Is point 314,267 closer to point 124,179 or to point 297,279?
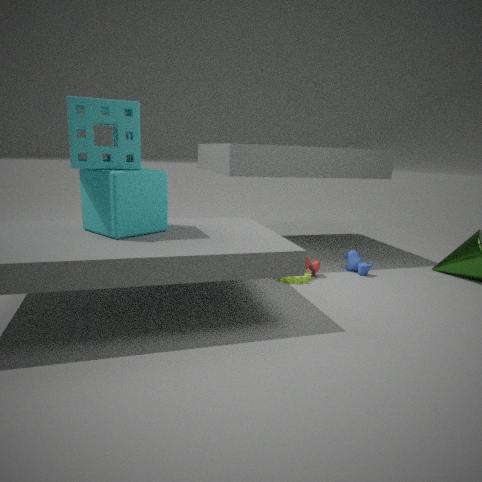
point 297,279
